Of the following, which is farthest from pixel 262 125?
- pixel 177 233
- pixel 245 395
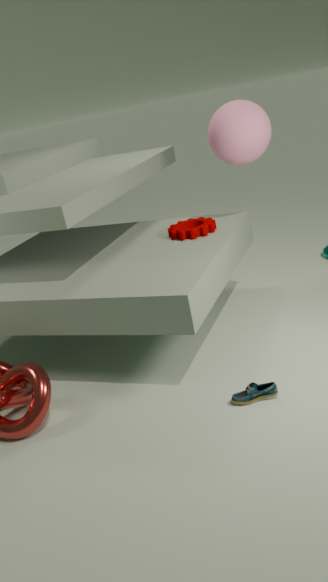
pixel 245 395
